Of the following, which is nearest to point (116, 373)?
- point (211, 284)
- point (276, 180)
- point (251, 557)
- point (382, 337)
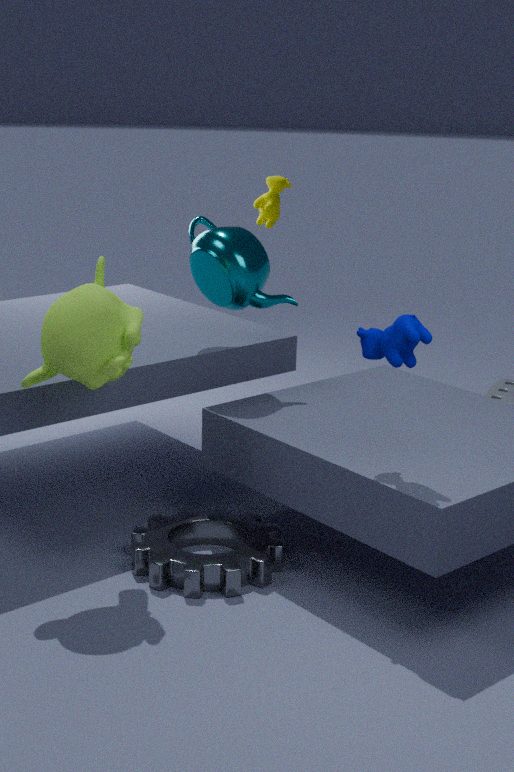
point (211, 284)
